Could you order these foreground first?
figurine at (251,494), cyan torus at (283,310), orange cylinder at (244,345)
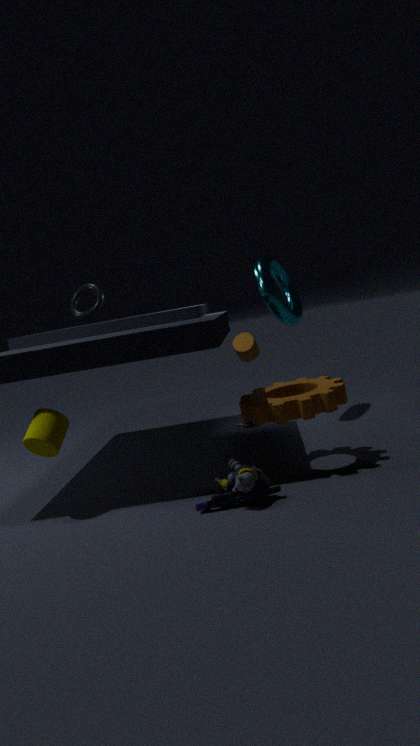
figurine at (251,494)
cyan torus at (283,310)
orange cylinder at (244,345)
